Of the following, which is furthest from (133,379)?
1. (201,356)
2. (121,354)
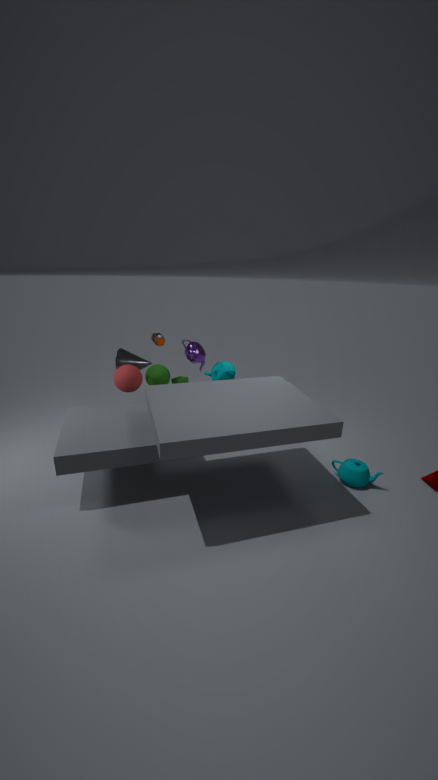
(201,356)
